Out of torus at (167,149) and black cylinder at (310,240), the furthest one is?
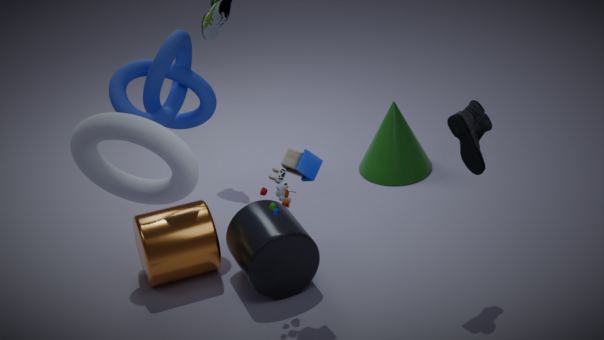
black cylinder at (310,240)
